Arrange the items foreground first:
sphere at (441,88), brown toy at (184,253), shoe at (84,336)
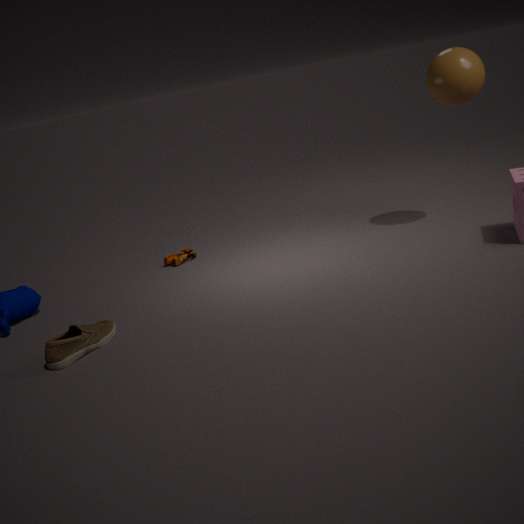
shoe at (84,336) < sphere at (441,88) < brown toy at (184,253)
